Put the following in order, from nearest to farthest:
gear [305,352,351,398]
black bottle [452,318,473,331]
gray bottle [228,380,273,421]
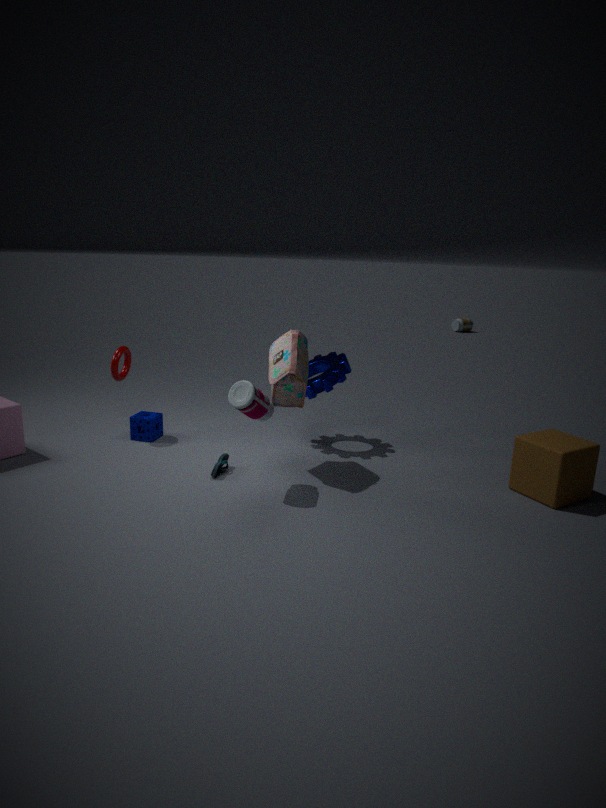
gray bottle [228,380,273,421]
gear [305,352,351,398]
black bottle [452,318,473,331]
